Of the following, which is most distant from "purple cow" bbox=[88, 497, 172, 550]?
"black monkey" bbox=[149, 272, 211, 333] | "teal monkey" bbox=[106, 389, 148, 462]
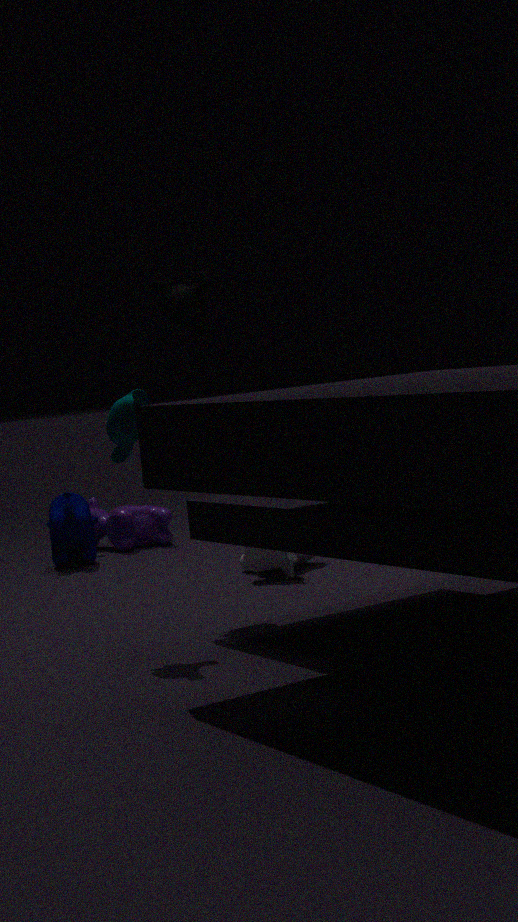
"teal monkey" bbox=[106, 389, 148, 462]
